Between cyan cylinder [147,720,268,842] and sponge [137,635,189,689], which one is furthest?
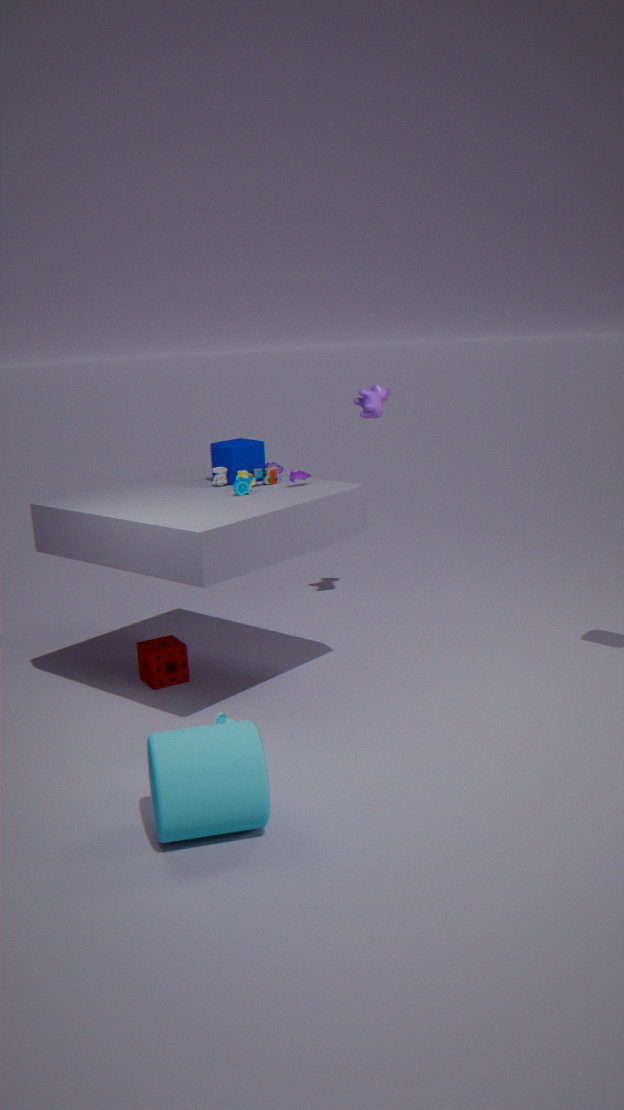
sponge [137,635,189,689]
